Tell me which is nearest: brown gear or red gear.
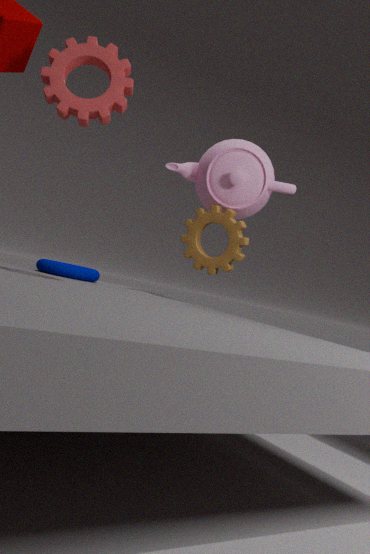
red gear
